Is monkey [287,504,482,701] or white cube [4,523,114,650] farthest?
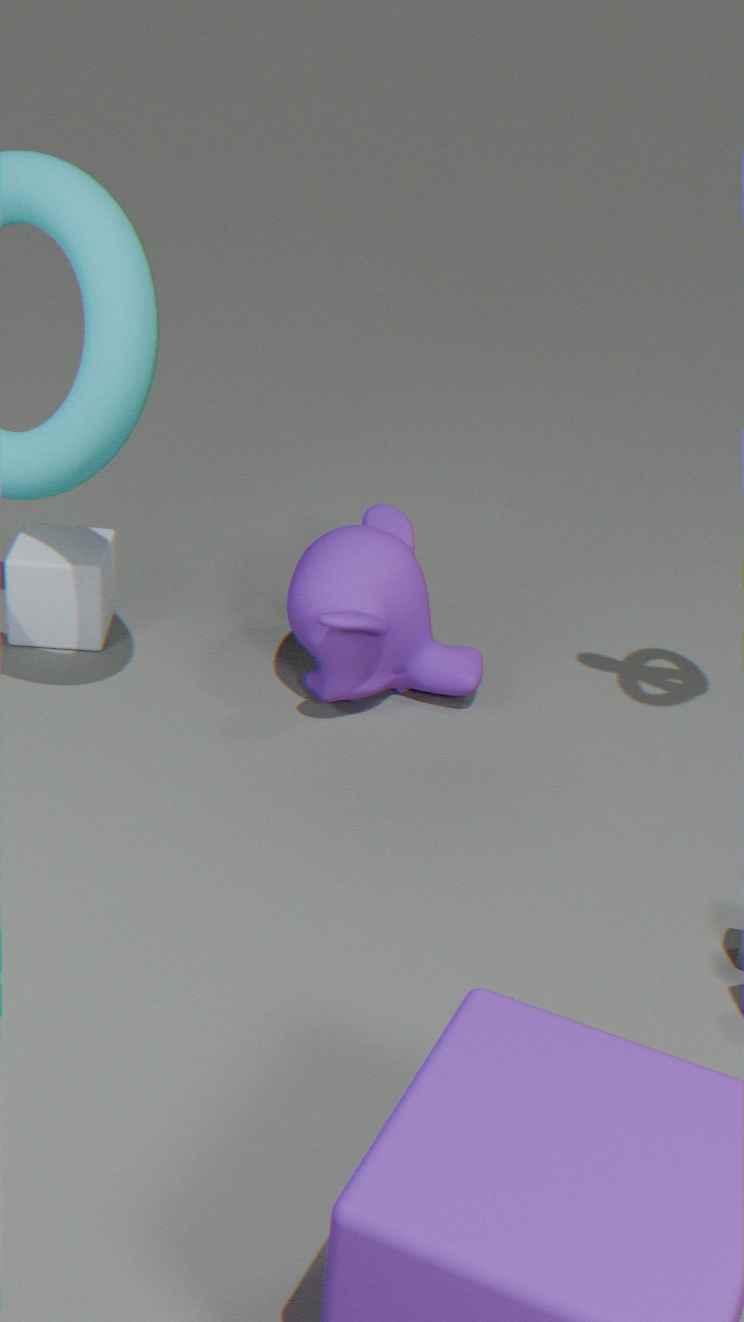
white cube [4,523,114,650]
